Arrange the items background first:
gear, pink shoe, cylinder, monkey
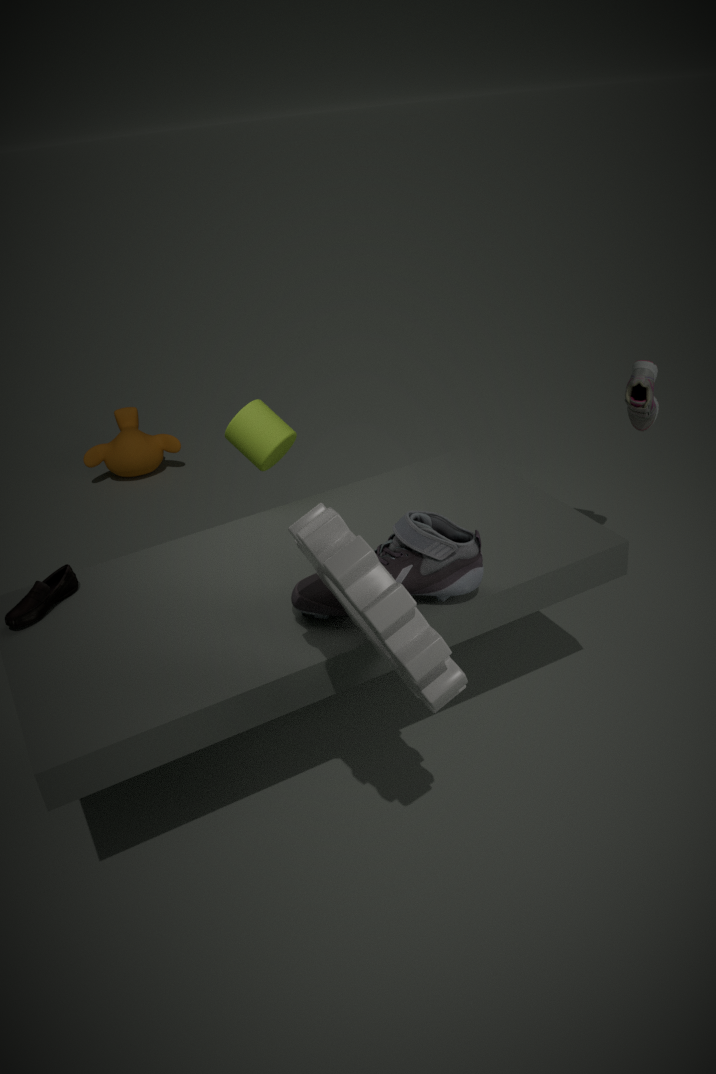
monkey → cylinder → pink shoe → gear
